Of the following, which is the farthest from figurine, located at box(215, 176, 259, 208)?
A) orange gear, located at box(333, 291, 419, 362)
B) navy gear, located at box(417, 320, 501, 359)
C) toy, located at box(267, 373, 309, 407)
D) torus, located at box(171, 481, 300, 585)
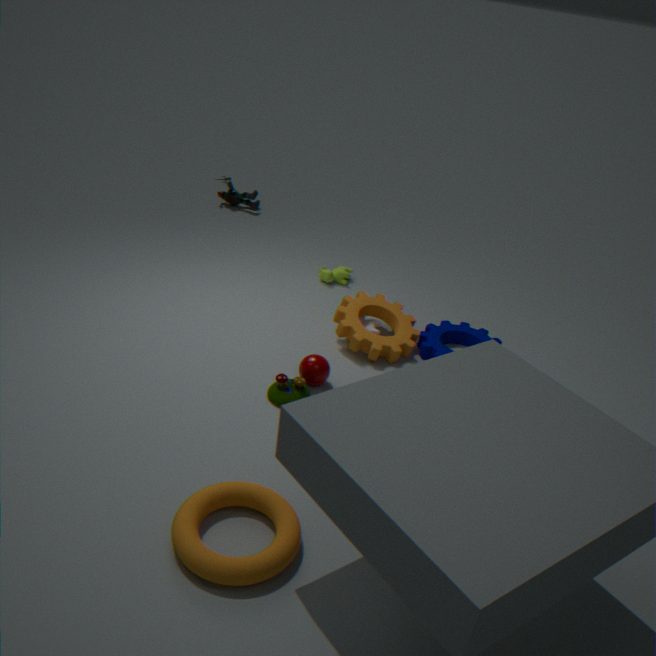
torus, located at box(171, 481, 300, 585)
